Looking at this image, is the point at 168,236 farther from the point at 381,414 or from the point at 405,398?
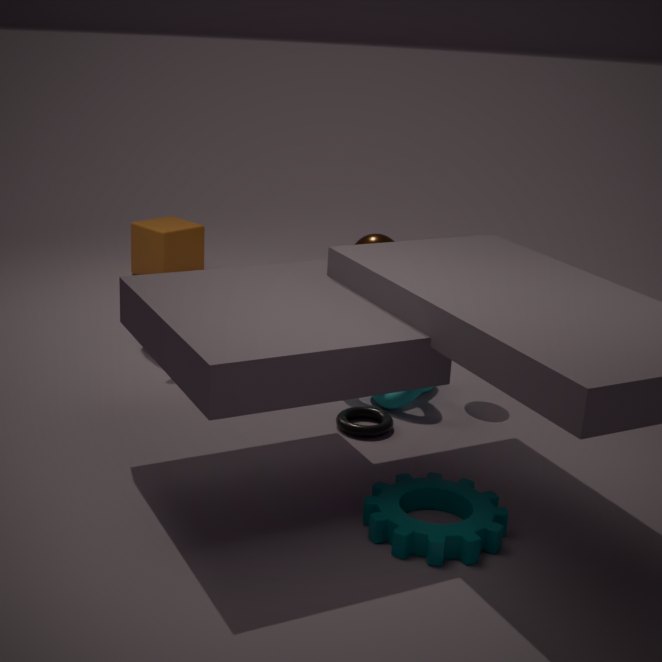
the point at 381,414
